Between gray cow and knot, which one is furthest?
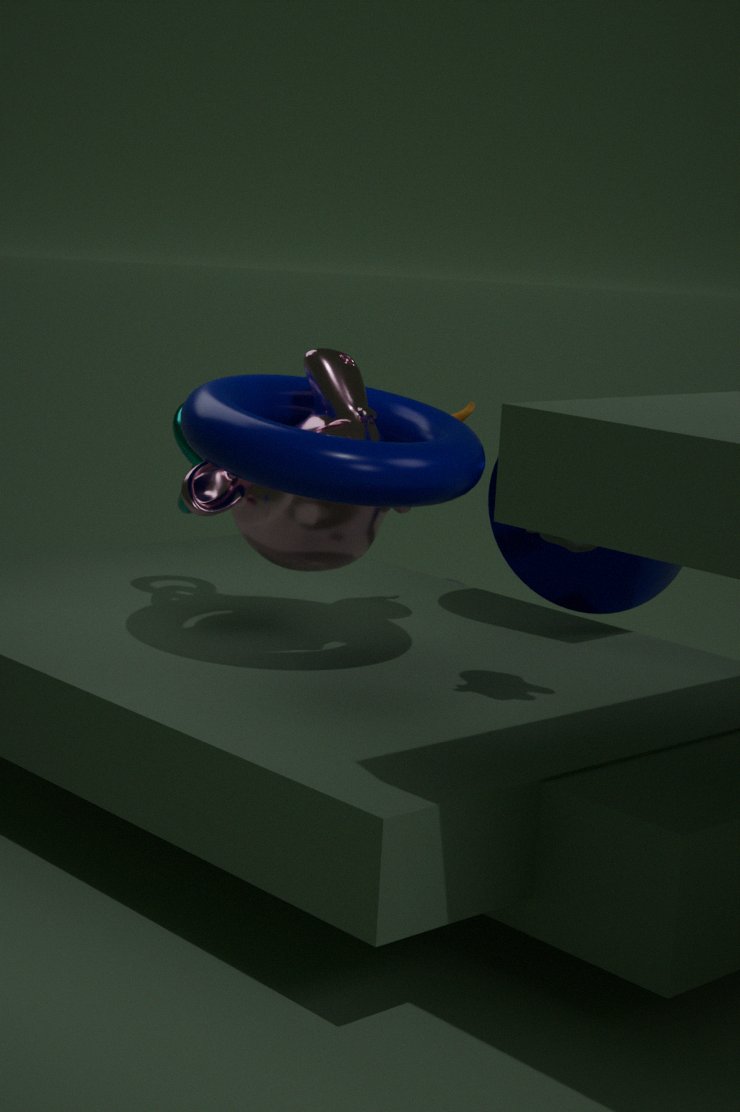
knot
